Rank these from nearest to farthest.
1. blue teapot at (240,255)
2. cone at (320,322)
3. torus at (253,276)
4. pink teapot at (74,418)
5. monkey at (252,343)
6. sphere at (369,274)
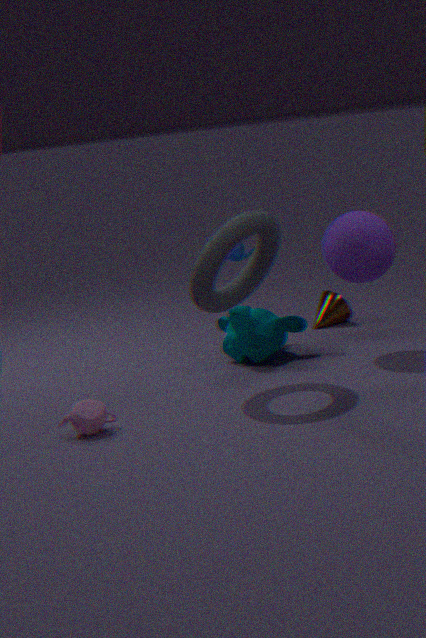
pink teapot at (74,418), torus at (253,276), sphere at (369,274), monkey at (252,343), blue teapot at (240,255), cone at (320,322)
